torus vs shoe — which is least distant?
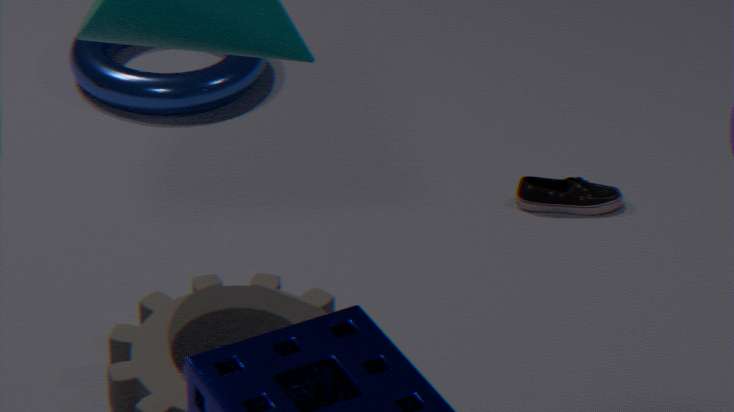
shoe
